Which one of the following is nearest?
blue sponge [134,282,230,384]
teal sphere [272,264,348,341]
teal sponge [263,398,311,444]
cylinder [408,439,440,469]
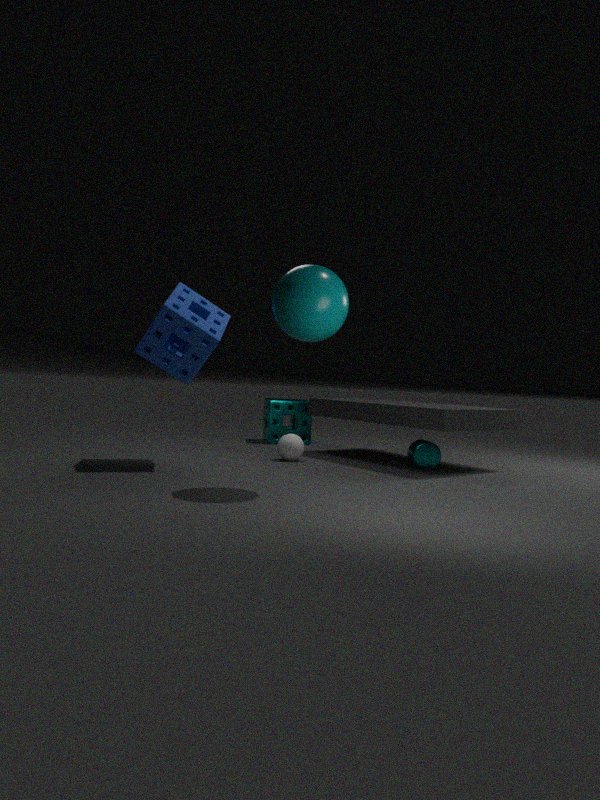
teal sphere [272,264,348,341]
